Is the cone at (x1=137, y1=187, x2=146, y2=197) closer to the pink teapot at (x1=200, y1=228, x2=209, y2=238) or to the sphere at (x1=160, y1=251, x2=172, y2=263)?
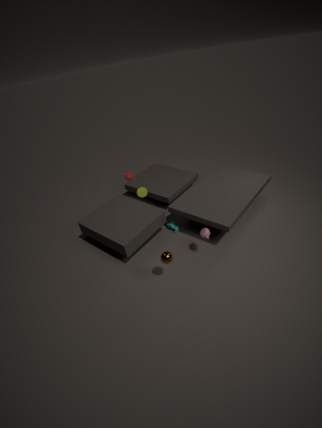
the pink teapot at (x1=200, y1=228, x2=209, y2=238)
